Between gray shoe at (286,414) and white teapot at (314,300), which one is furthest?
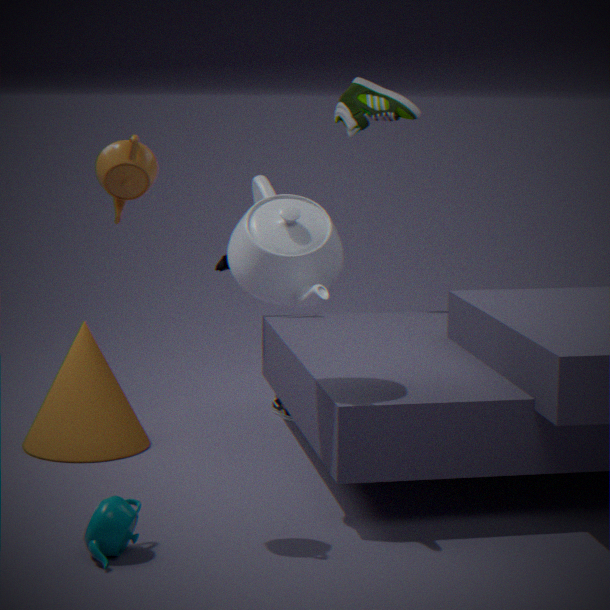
gray shoe at (286,414)
